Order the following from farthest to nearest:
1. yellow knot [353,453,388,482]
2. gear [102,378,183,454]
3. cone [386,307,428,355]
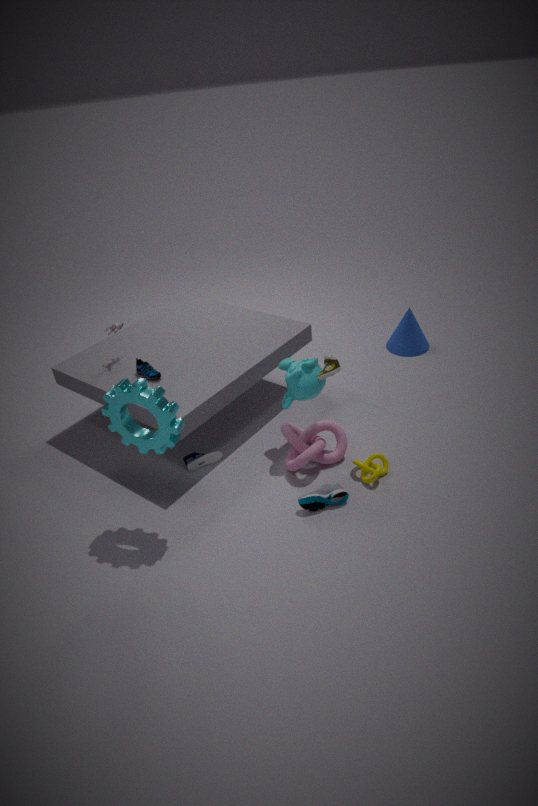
1. cone [386,307,428,355]
2. yellow knot [353,453,388,482]
3. gear [102,378,183,454]
